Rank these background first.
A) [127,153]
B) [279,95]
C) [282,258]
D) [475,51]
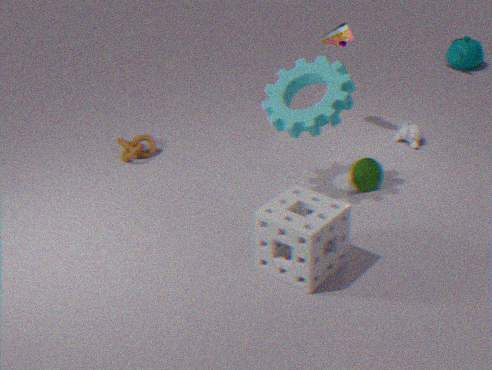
1. [475,51]
2. [127,153]
3. [279,95]
4. [282,258]
